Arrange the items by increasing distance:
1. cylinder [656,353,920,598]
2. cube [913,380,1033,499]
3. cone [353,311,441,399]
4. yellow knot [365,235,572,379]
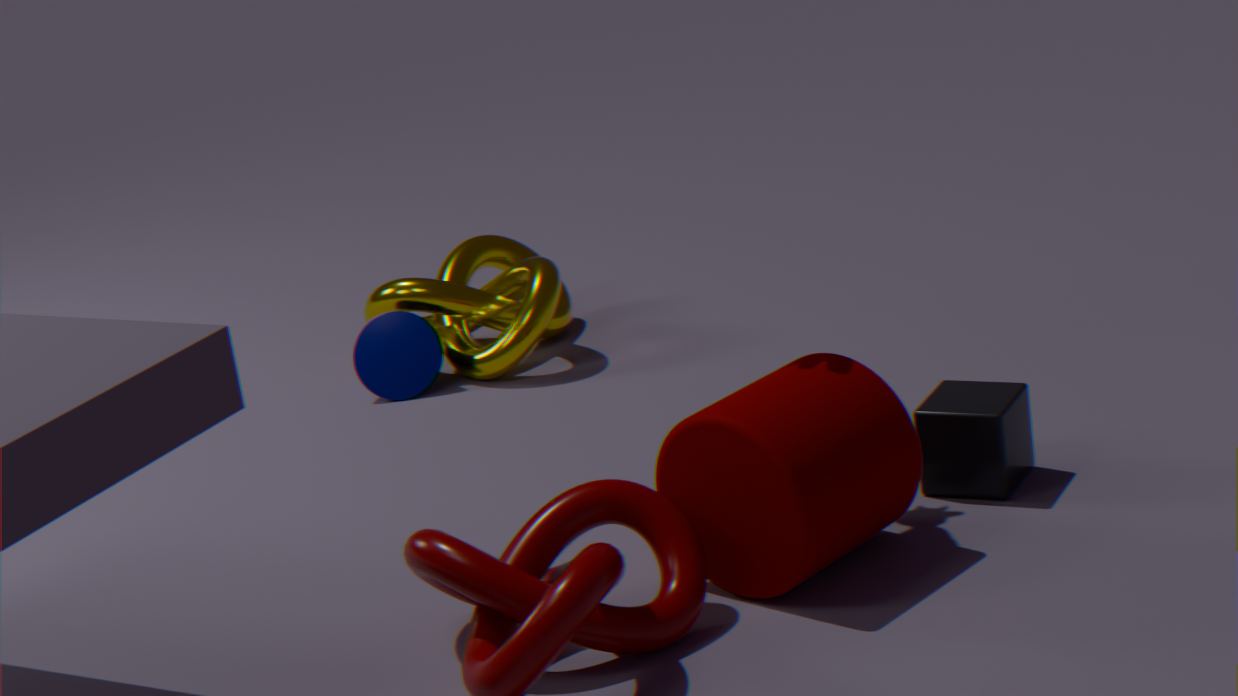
cylinder [656,353,920,598] < cube [913,380,1033,499] < yellow knot [365,235,572,379] < cone [353,311,441,399]
